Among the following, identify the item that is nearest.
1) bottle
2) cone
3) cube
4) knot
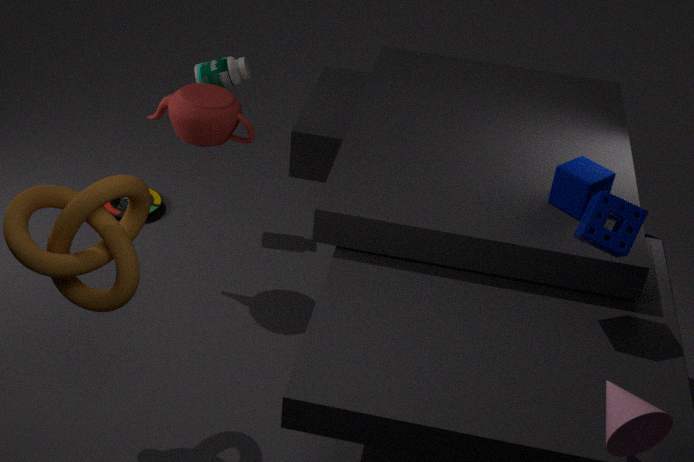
2. cone
